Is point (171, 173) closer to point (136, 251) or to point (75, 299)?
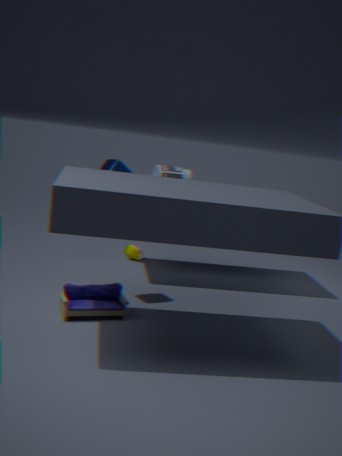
point (136, 251)
